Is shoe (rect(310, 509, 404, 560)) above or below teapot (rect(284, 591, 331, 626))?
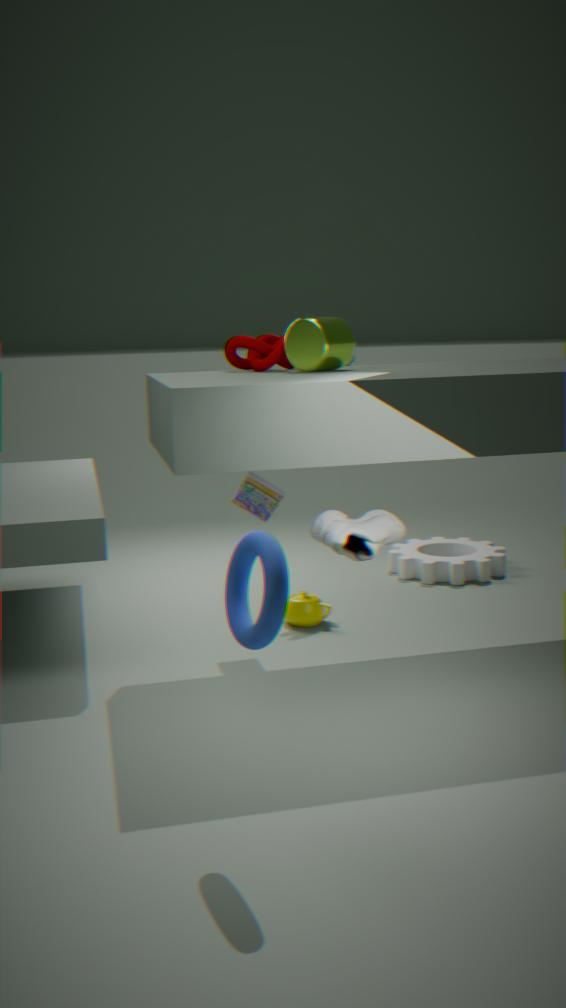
above
